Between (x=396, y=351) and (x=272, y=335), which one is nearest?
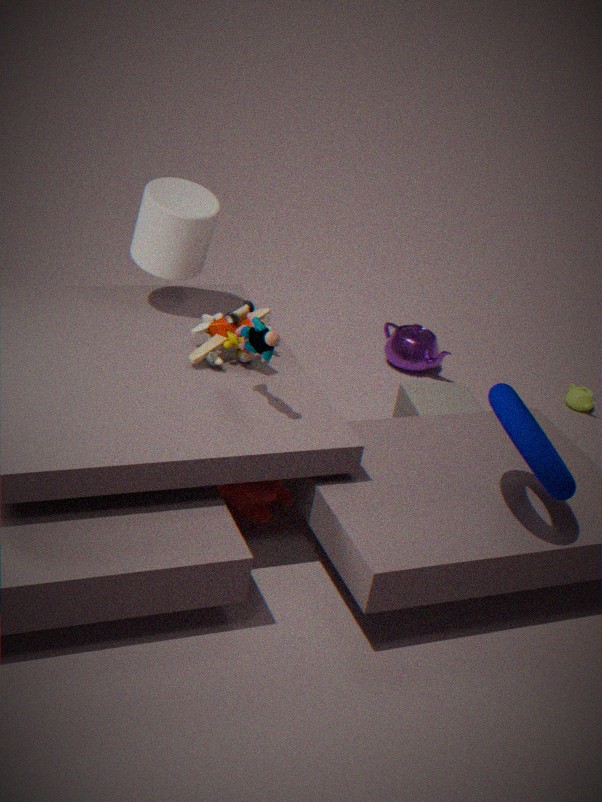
(x=272, y=335)
